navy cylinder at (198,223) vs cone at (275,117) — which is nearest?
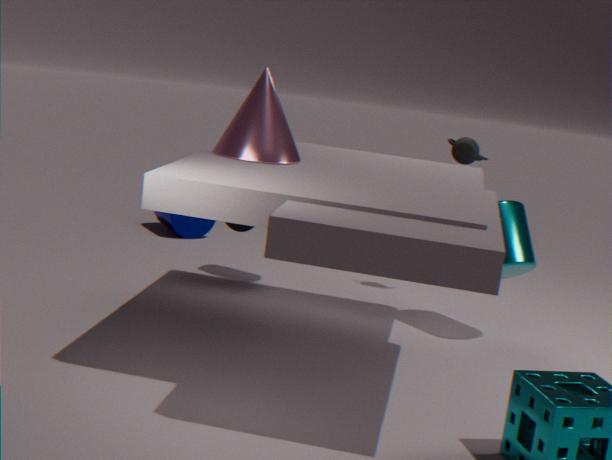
cone at (275,117)
